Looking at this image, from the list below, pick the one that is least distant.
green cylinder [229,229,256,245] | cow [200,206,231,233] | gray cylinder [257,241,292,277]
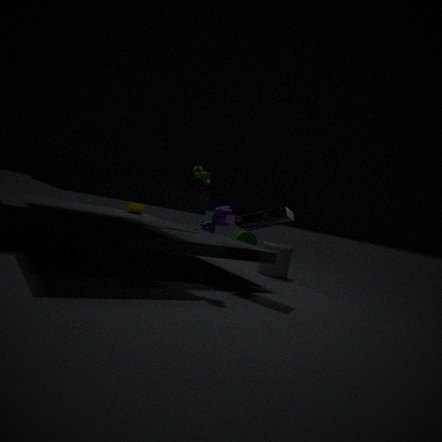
cow [200,206,231,233]
